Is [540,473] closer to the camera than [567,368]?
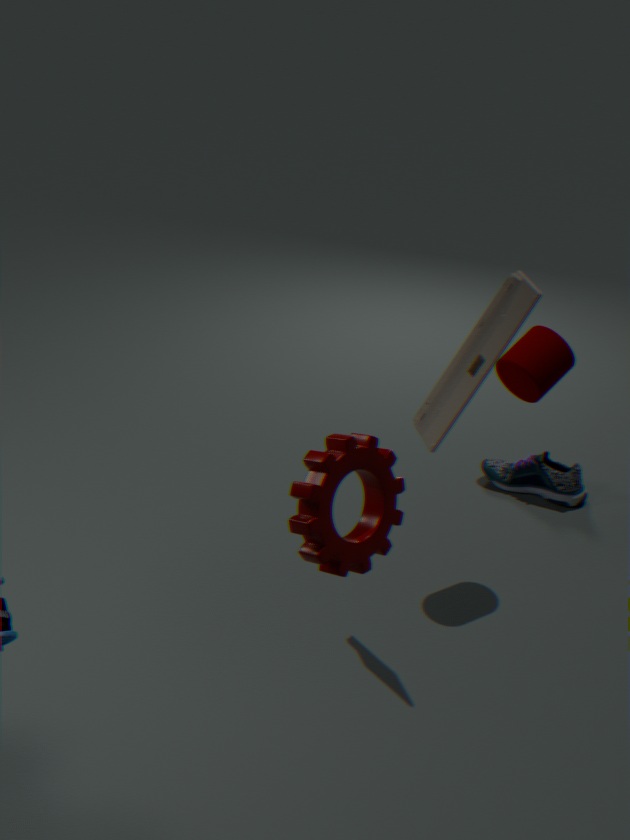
No
